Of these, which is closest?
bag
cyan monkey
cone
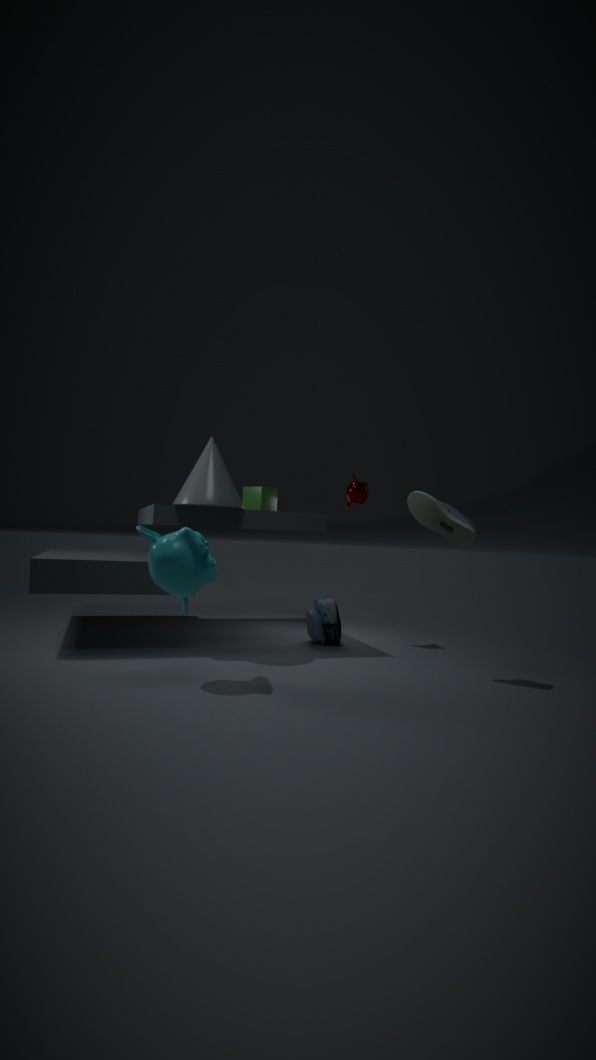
cyan monkey
